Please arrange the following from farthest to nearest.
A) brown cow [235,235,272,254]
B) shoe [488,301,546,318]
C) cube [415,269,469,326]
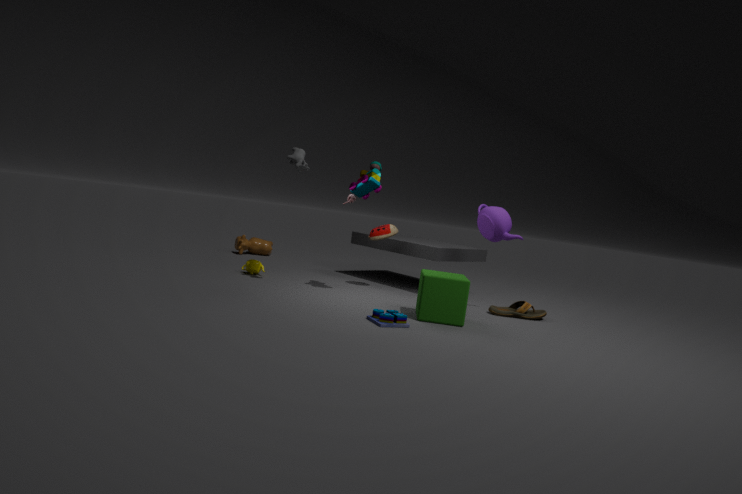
brown cow [235,235,272,254], shoe [488,301,546,318], cube [415,269,469,326]
